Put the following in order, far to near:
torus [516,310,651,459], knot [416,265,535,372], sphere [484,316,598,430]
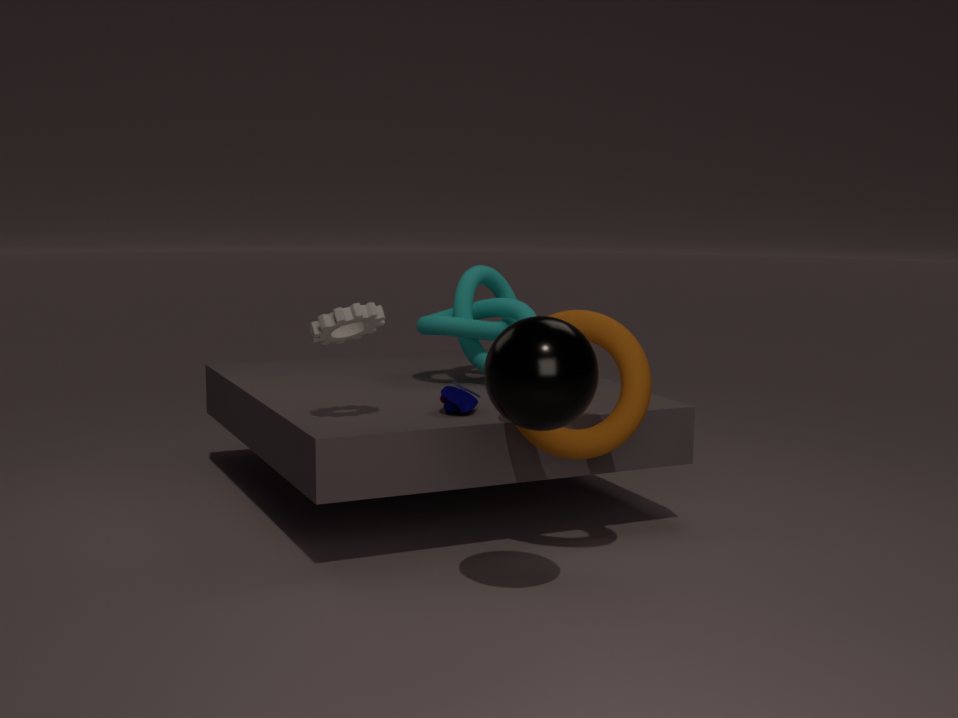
knot [416,265,535,372]
torus [516,310,651,459]
sphere [484,316,598,430]
